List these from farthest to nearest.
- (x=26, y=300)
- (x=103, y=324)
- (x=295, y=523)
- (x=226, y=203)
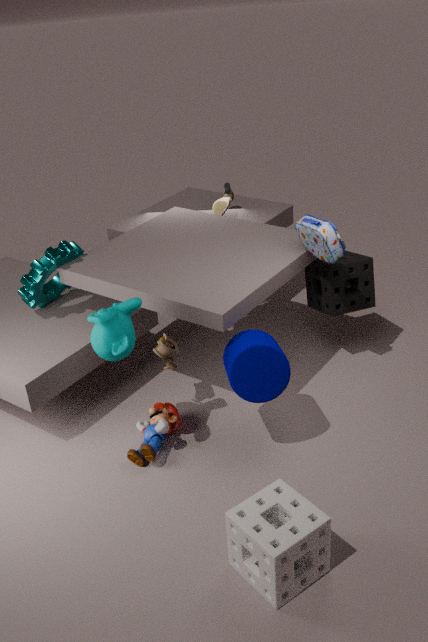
(x=226, y=203), (x=26, y=300), (x=103, y=324), (x=295, y=523)
